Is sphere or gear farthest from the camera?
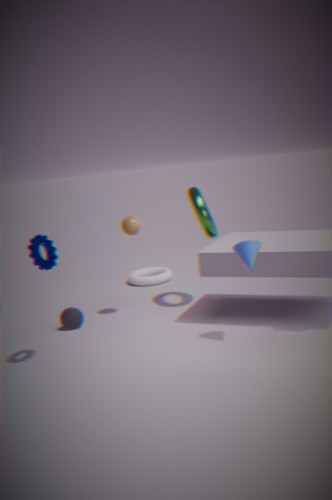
sphere
